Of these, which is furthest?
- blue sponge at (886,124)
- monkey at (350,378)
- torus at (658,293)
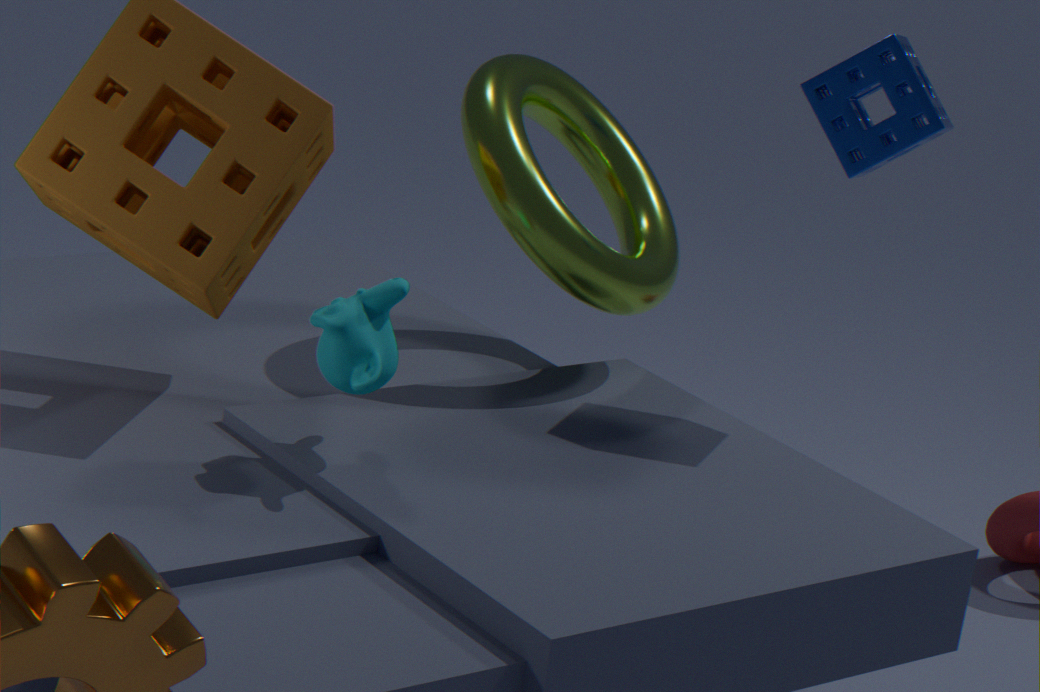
torus at (658,293)
